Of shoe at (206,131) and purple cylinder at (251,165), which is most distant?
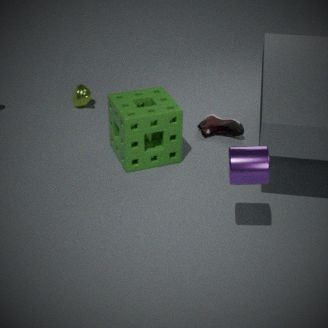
shoe at (206,131)
